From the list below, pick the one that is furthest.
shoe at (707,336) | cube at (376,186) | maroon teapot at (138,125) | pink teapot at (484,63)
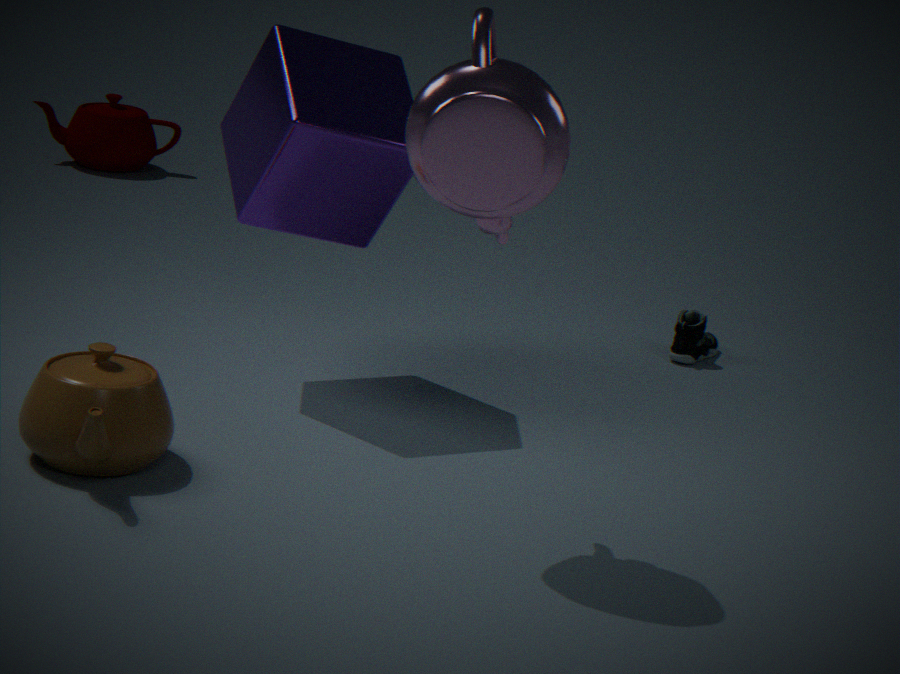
maroon teapot at (138,125)
